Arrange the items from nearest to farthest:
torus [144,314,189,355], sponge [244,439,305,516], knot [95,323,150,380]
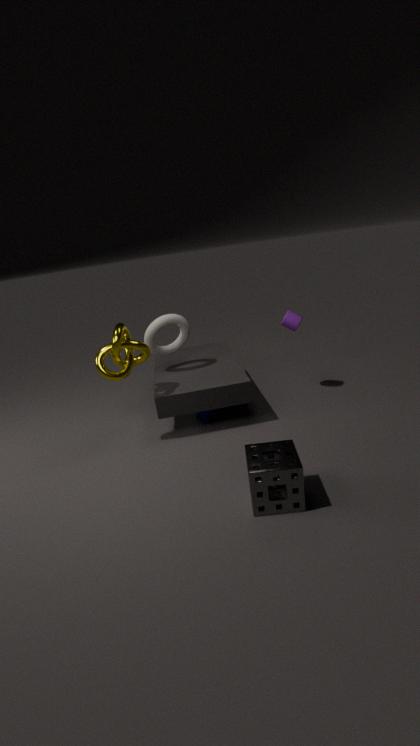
sponge [244,439,305,516], knot [95,323,150,380], torus [144,314,189,355]
